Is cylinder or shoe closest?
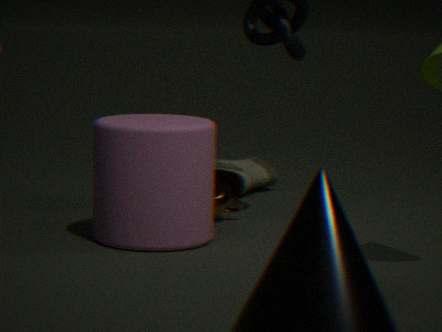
cylinder
